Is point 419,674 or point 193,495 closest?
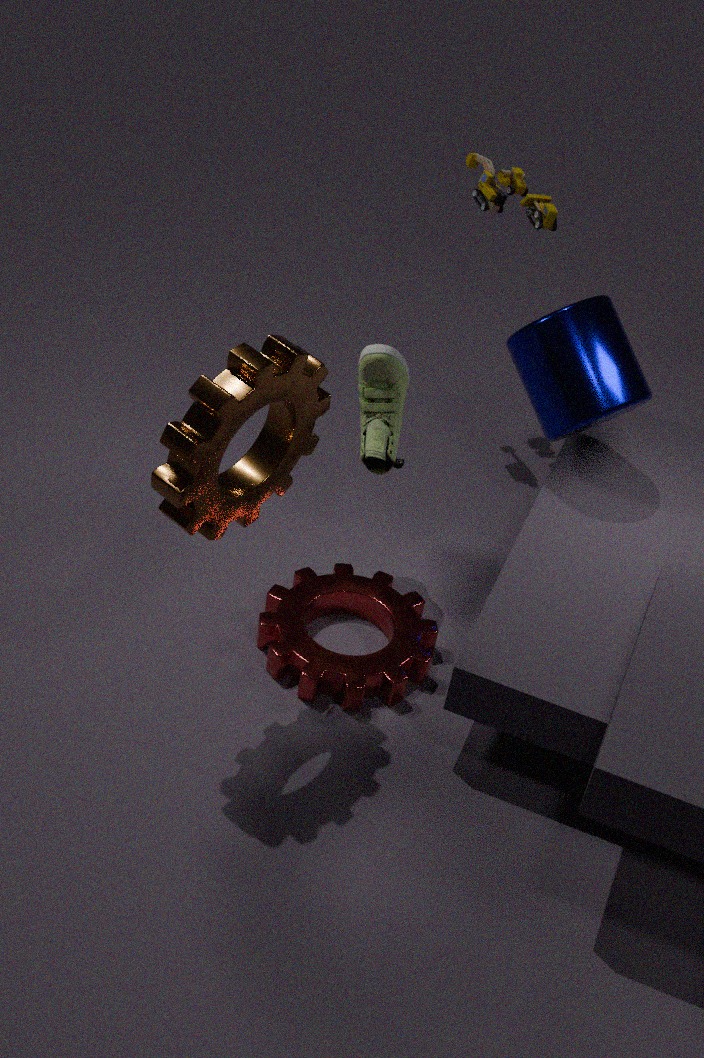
point 193,495
